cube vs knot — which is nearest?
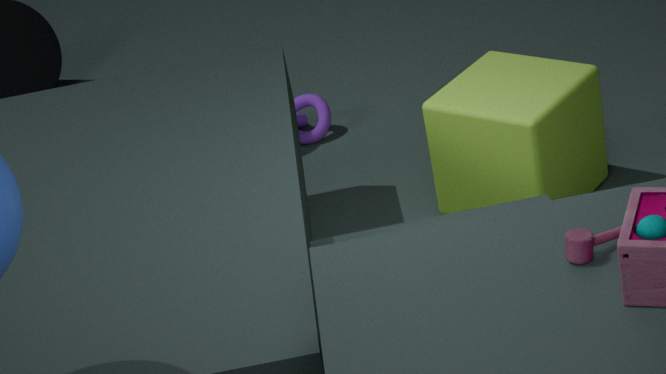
cube
